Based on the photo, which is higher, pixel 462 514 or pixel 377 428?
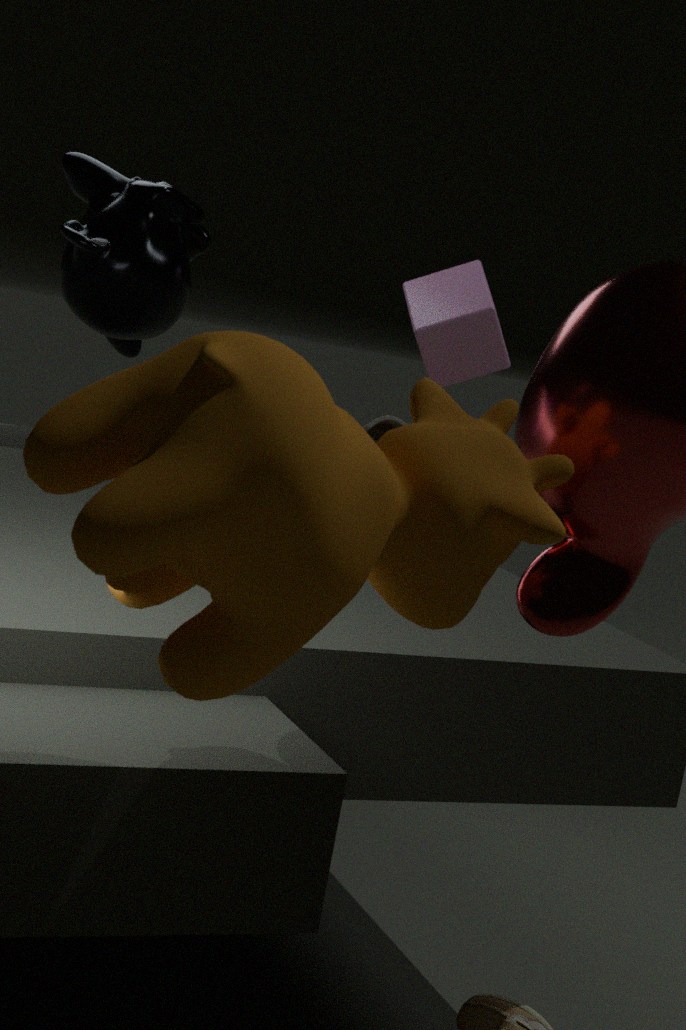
pixel 462 514
